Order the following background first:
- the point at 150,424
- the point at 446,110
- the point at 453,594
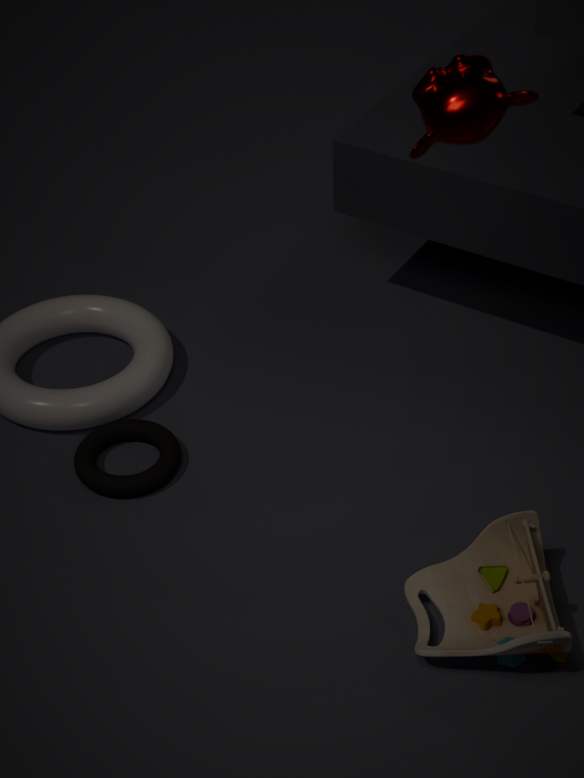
the point at 150,424 → the point at 453,594 → the point at 446,110
